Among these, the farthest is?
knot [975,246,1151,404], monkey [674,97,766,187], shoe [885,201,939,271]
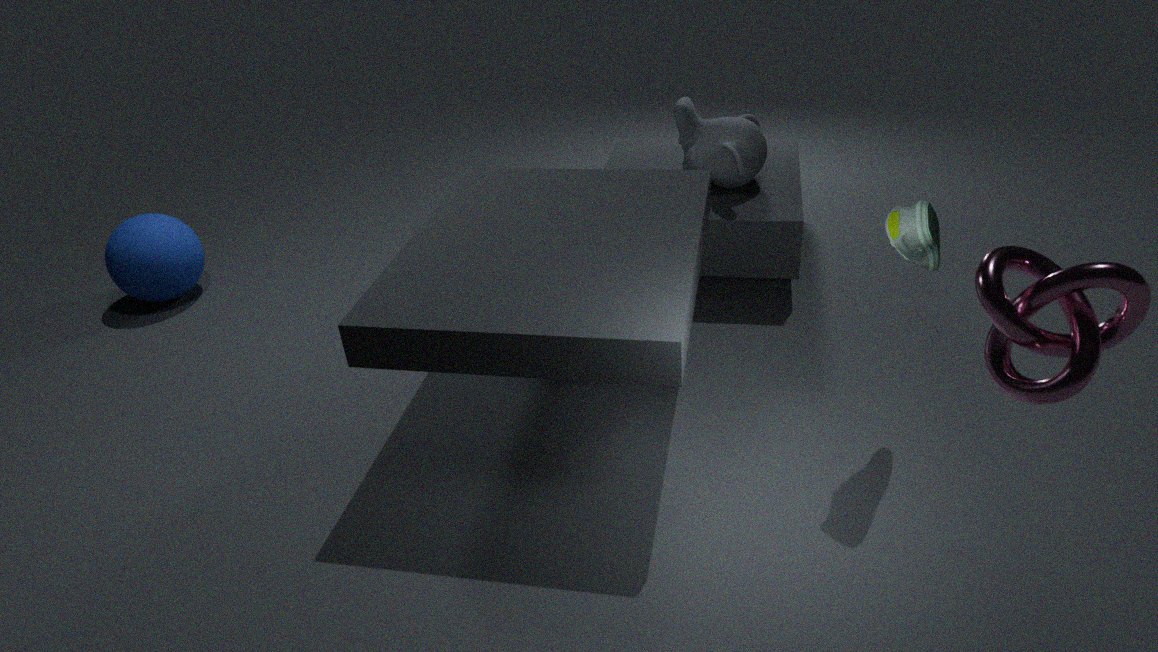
monkey [674,97,766,187]
